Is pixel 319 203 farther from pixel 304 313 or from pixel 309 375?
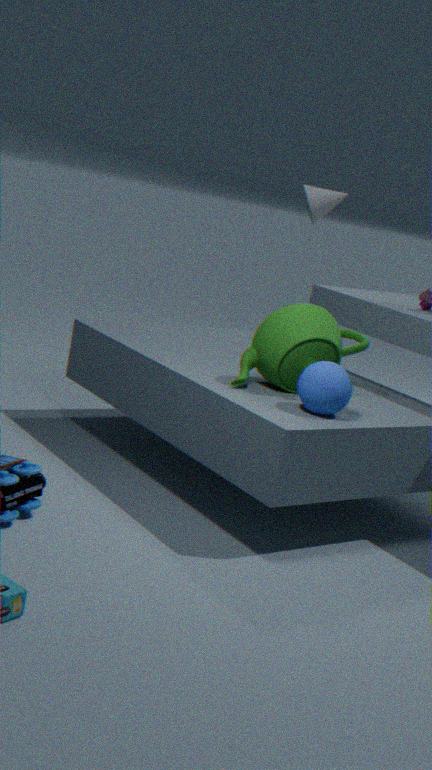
pixel 309 375
